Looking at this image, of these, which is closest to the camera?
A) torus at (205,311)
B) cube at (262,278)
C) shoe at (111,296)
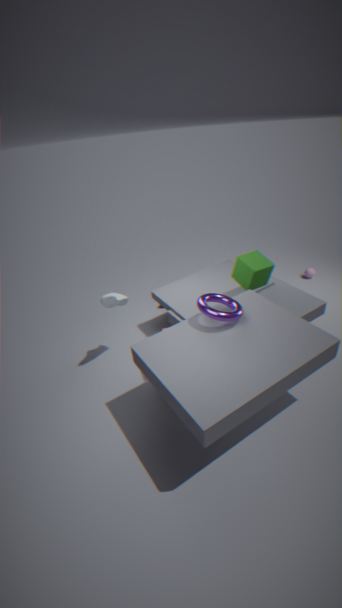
torus at (205,311)
